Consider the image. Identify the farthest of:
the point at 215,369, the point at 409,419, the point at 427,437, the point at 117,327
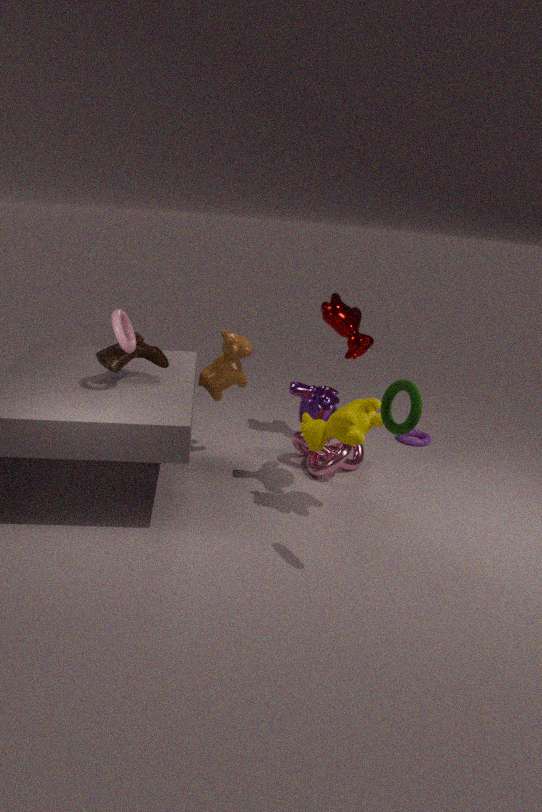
the point at 427,437
